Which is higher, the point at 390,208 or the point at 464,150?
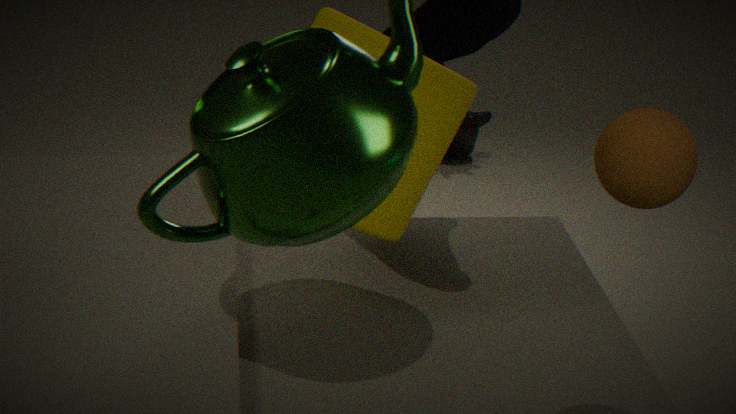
the point at 390,208
